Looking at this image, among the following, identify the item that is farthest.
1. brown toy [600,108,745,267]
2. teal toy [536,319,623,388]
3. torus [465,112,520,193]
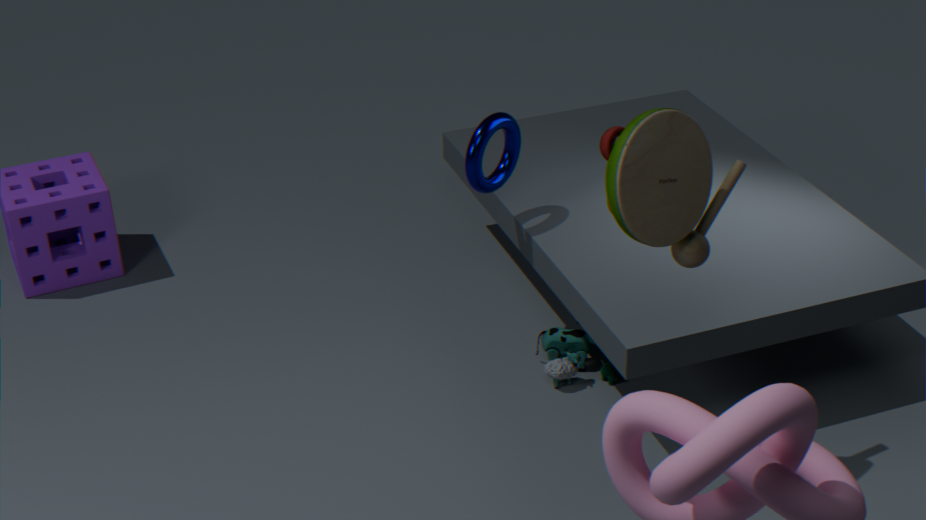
teal toy [536,319,623,388]
